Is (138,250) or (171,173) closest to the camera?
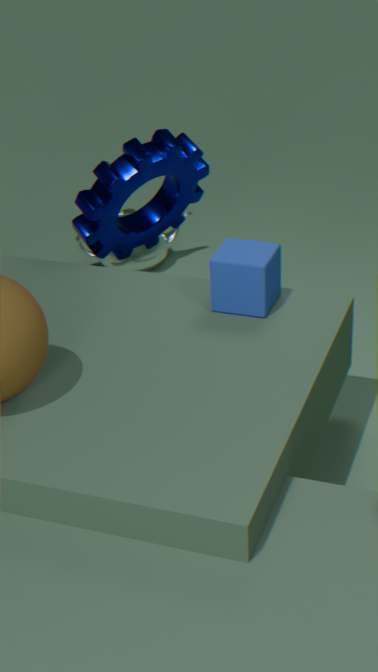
(171,173)
